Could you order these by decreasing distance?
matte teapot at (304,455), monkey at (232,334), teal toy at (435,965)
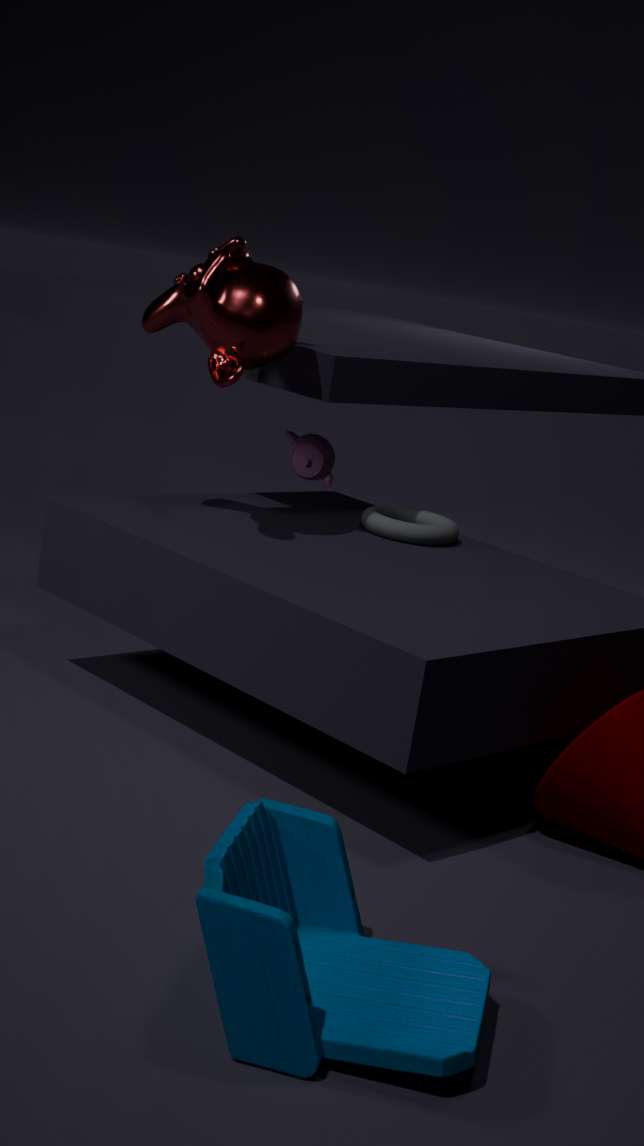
matte teapot at (304,455) < monkey at (232,334) < teal toy at (435,965)
